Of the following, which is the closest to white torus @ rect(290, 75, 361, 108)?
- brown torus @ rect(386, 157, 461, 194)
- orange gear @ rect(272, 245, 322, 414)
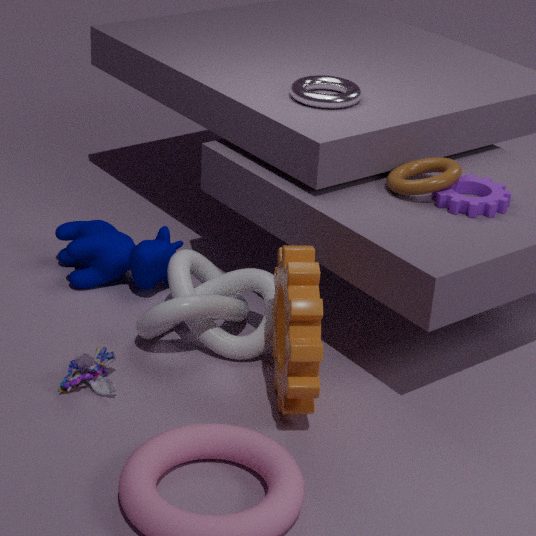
brown torus @ rect(386, 157, 461, 194)
